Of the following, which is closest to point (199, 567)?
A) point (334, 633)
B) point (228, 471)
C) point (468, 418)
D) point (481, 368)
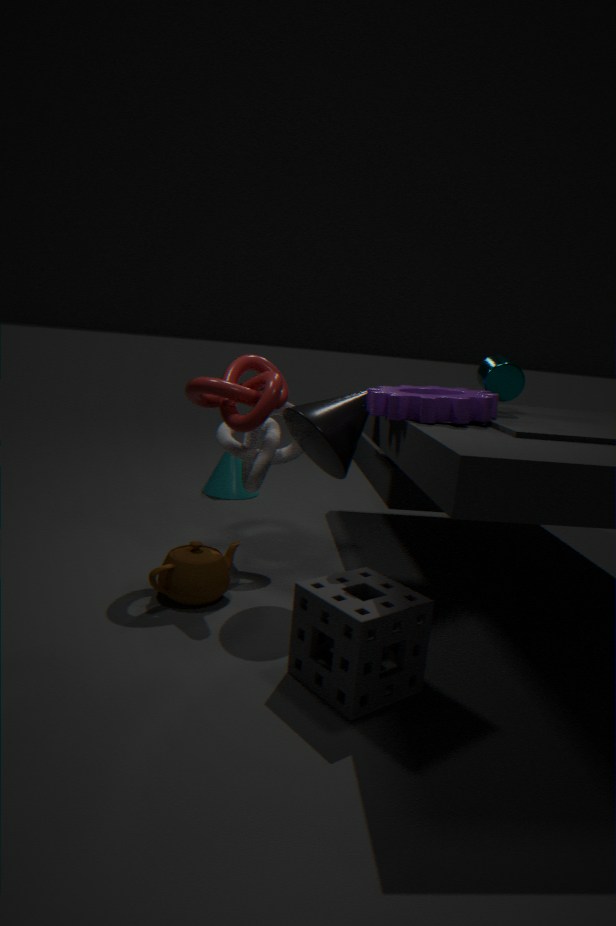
point (334, 633)
